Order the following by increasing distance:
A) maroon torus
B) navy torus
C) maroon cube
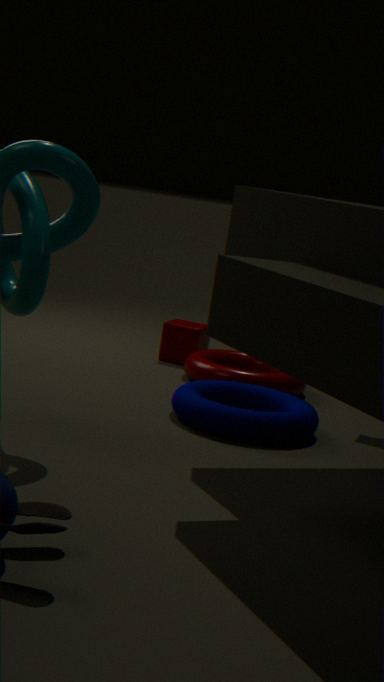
navy torus < maroon torus < maroon cube
